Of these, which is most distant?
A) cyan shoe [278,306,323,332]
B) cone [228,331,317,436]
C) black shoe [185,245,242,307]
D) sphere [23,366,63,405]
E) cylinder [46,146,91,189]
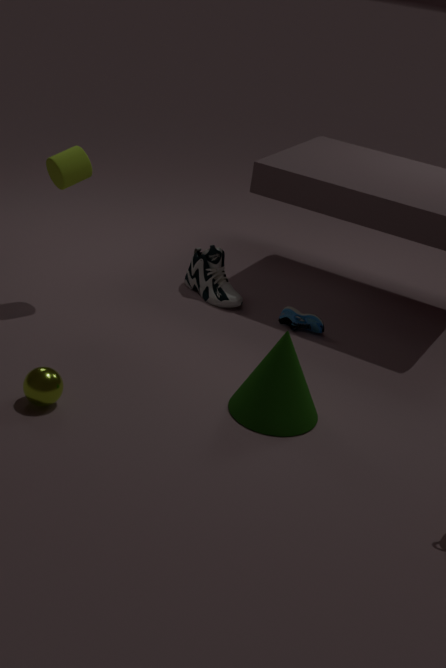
black shoe [185,245,242,307]
